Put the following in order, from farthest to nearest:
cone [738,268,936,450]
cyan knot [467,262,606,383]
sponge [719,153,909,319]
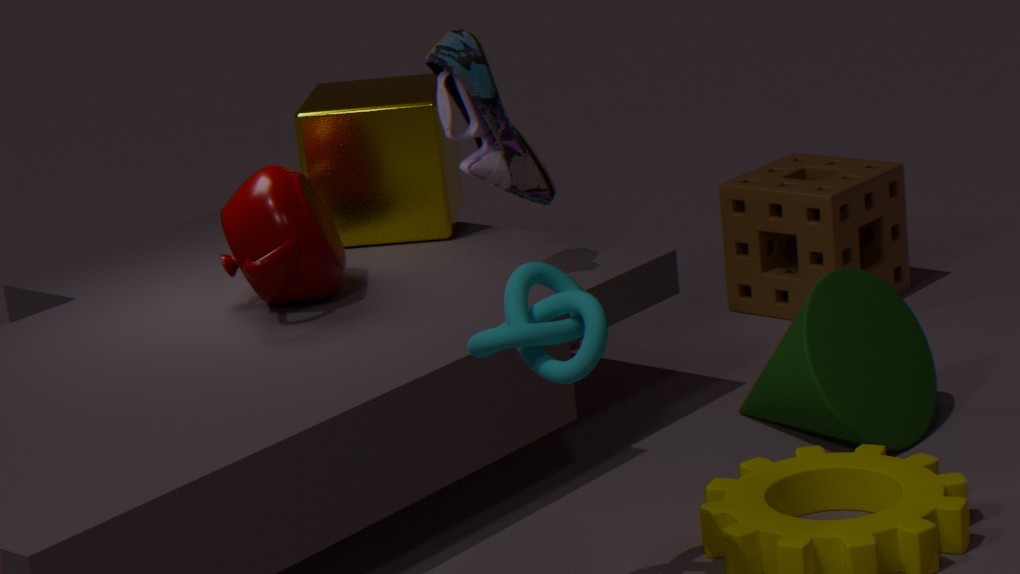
sponge [719,153,909,319] < cone [738,268,936,450] < cyan knot [467,262,606,383]
